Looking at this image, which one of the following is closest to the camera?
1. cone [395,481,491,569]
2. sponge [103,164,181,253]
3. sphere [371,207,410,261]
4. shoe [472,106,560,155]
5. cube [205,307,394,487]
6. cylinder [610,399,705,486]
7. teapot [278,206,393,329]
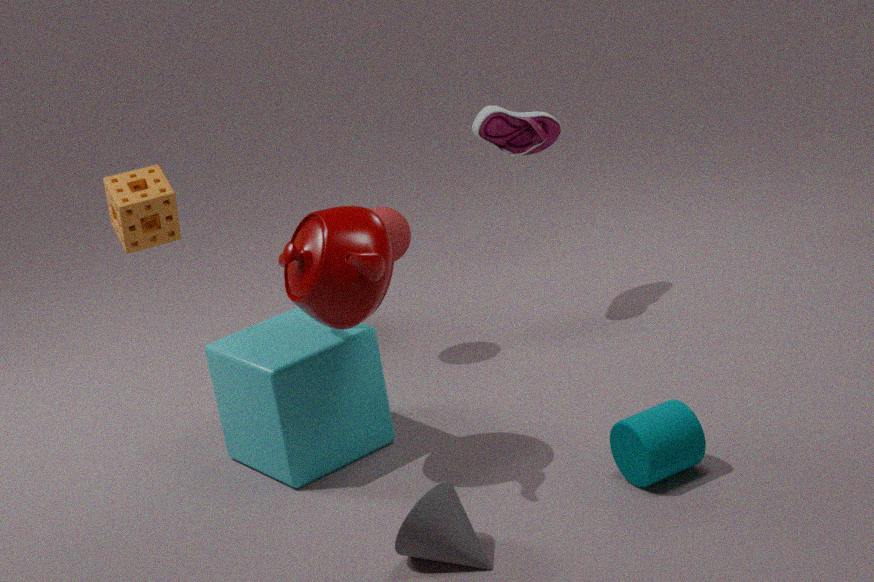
cone [395,481,491,569]
